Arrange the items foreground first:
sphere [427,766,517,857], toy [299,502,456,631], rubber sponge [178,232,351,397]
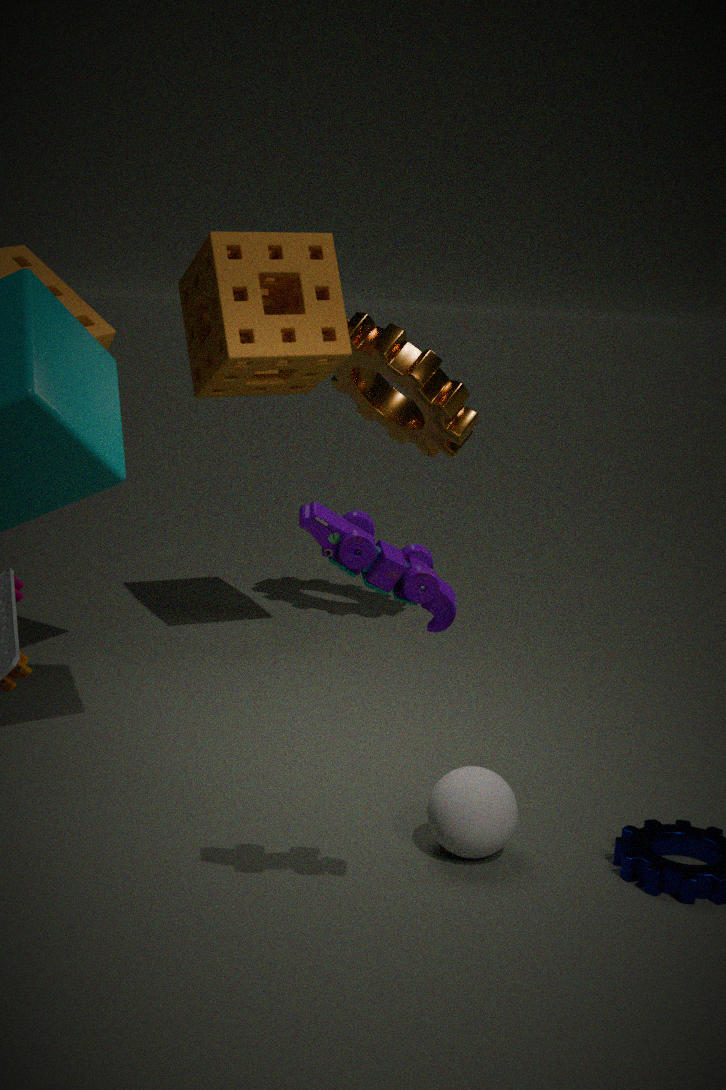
toy [299,502,456,631], sphere [427,766,517,857], rubber sponge [178,232,351,397]
